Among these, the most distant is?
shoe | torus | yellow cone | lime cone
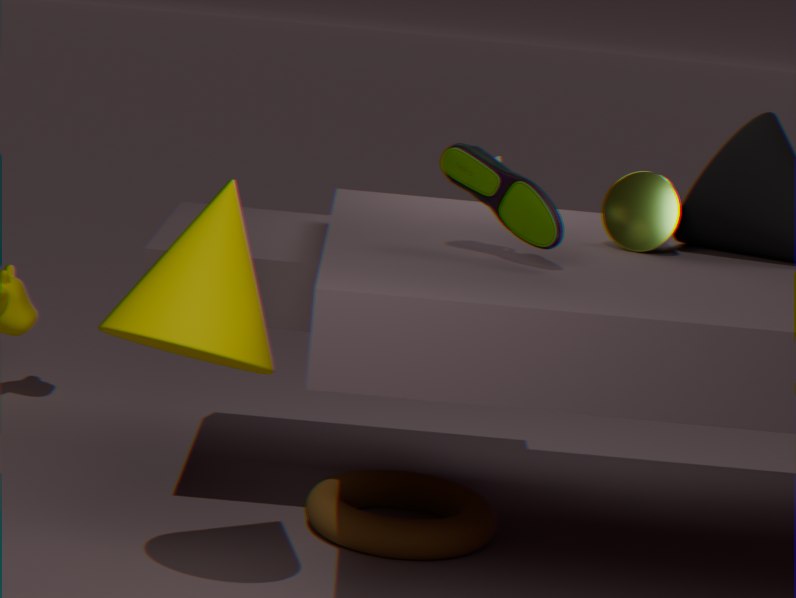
torus
